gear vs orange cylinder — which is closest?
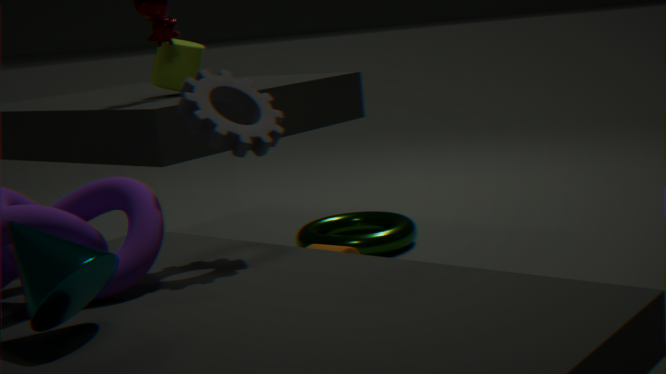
gear
